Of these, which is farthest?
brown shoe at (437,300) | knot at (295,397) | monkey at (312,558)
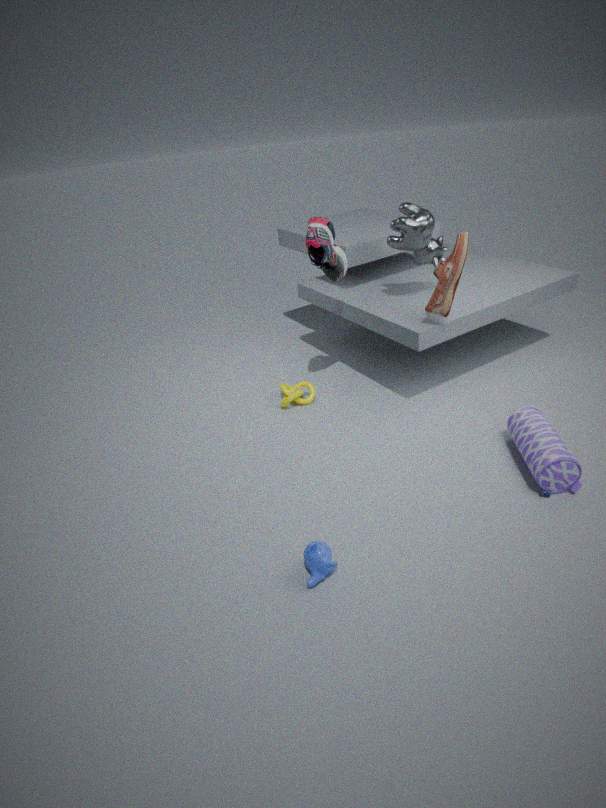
knot at (295,397)
